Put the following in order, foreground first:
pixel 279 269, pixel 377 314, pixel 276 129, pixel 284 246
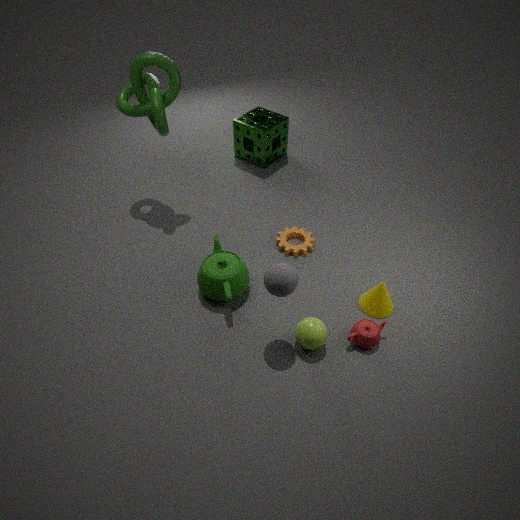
pixel 279 269
pixel 377 314
pixel 284 246
pixel 276 129
